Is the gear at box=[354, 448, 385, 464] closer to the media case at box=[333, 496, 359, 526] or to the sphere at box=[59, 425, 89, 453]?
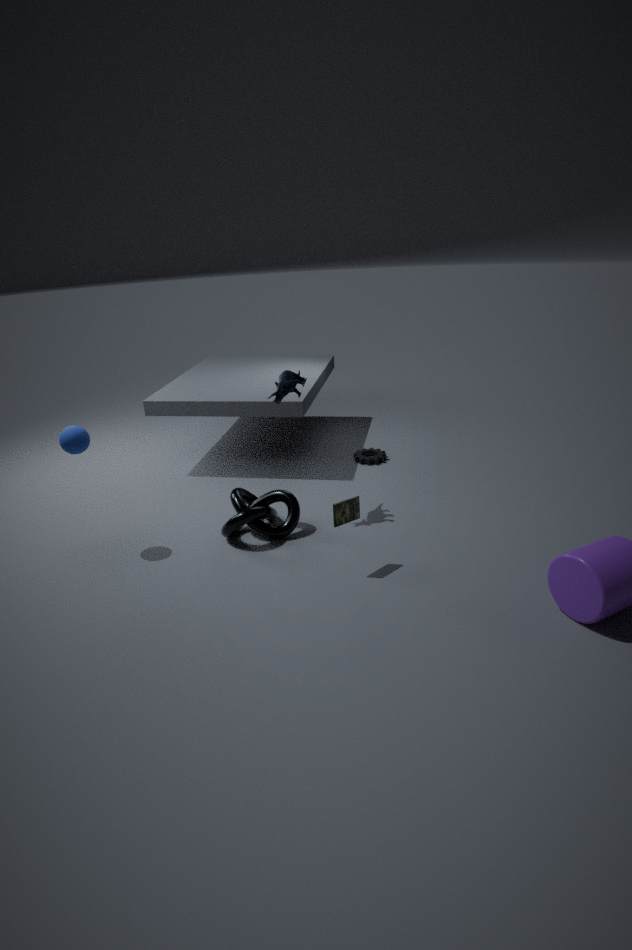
the media case at box=[333, 496, 359, 526]
